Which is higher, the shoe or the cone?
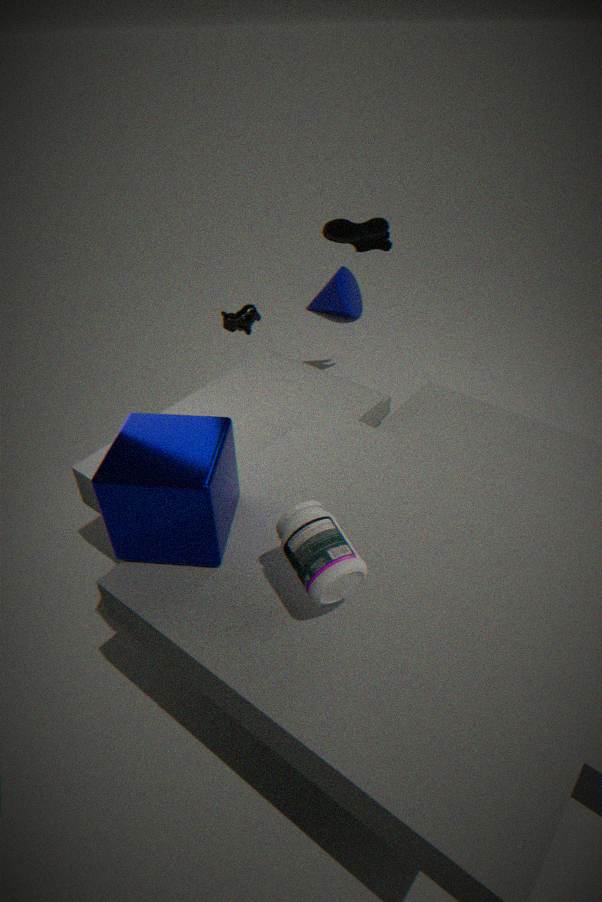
the shoe
